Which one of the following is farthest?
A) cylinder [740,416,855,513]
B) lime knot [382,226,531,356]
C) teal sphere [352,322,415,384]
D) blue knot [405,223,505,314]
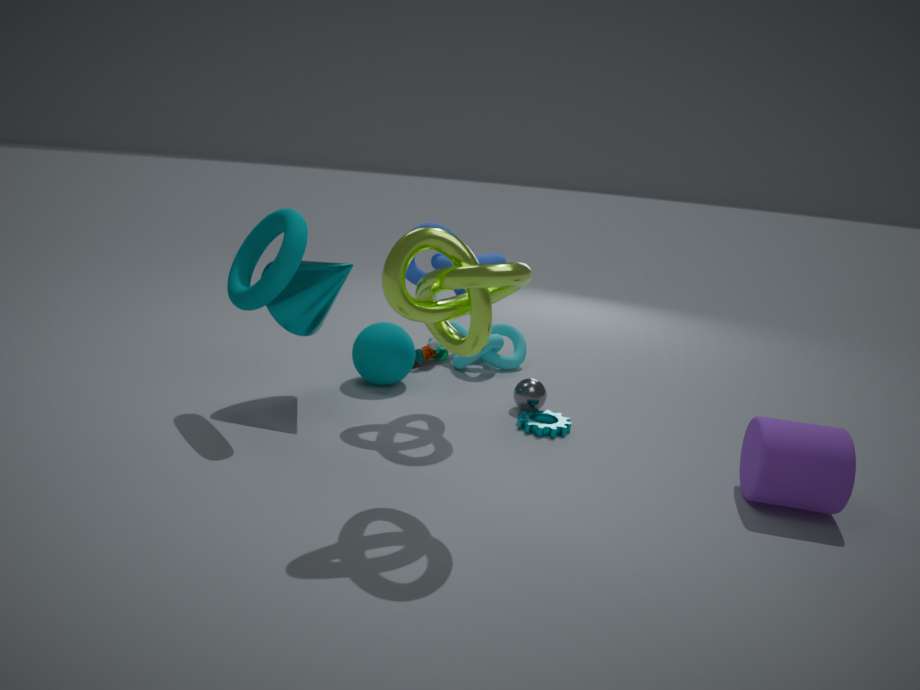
teal sphere [352,322,415,384]
